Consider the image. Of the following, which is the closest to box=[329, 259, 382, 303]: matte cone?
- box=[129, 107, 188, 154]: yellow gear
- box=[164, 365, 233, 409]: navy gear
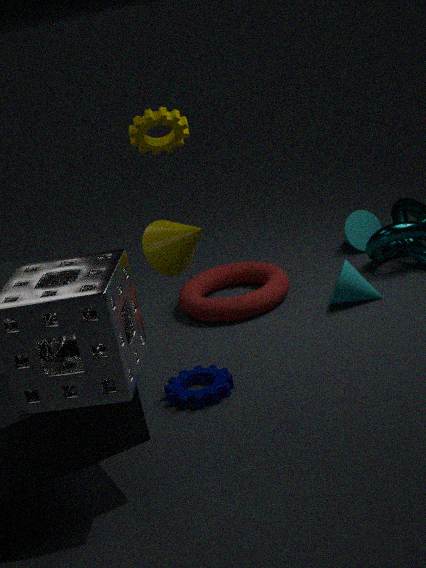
box=[164, 365, 233, 409]: navy gear
